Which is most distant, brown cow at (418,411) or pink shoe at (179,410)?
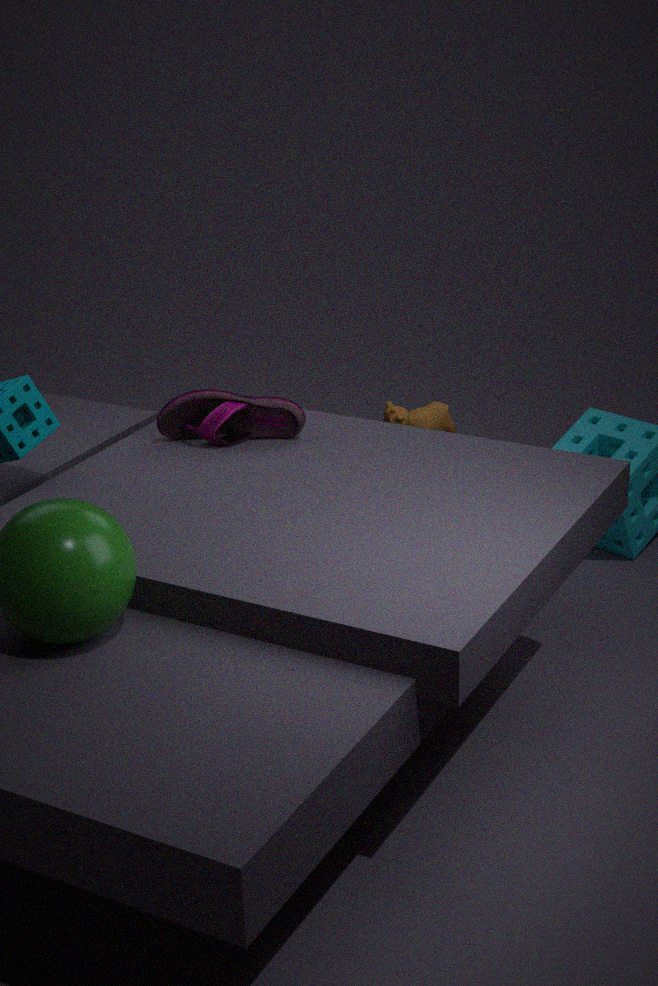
brown cow at (418,411)
